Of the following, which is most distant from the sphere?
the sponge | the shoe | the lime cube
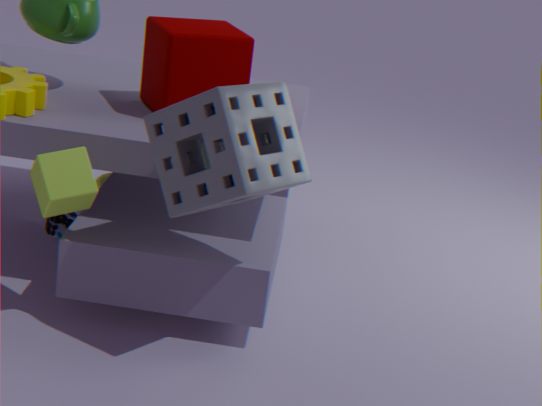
the sponge
